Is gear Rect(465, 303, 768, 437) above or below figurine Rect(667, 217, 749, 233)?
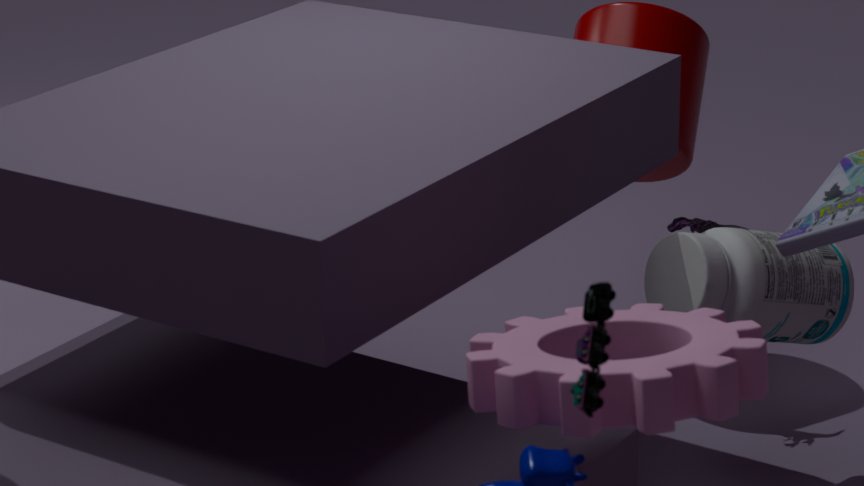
above
